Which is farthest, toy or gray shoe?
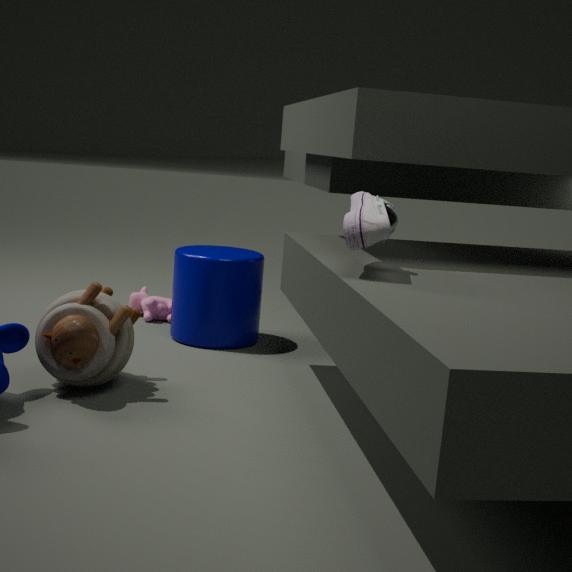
toy
